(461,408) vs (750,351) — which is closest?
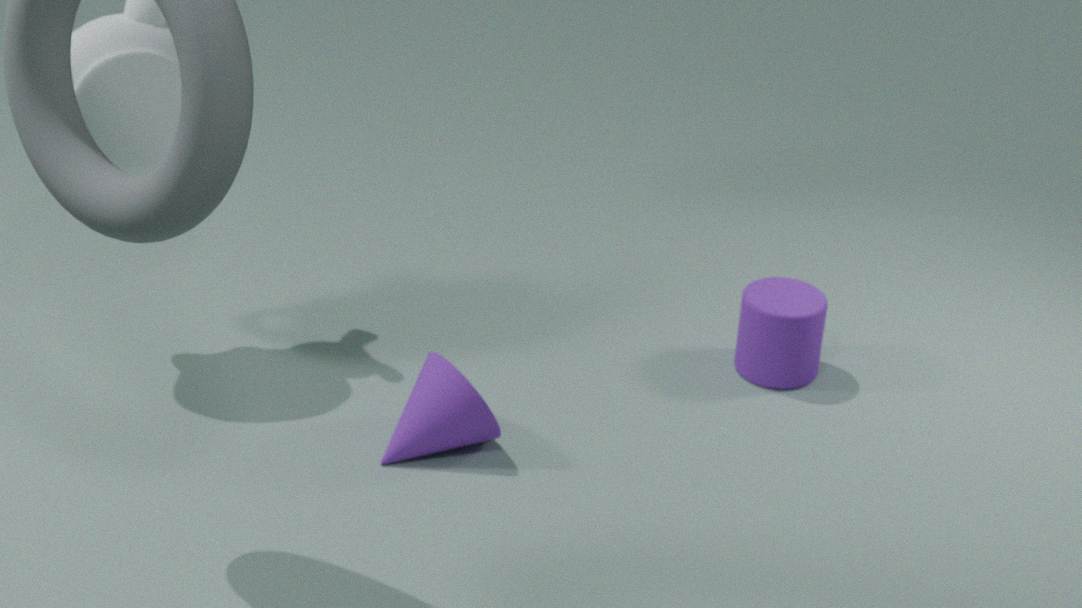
(461,408)
